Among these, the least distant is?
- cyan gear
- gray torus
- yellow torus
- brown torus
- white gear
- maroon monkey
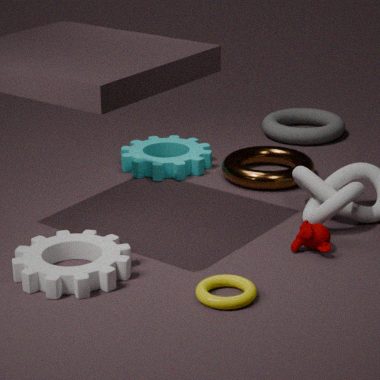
yellow torus
